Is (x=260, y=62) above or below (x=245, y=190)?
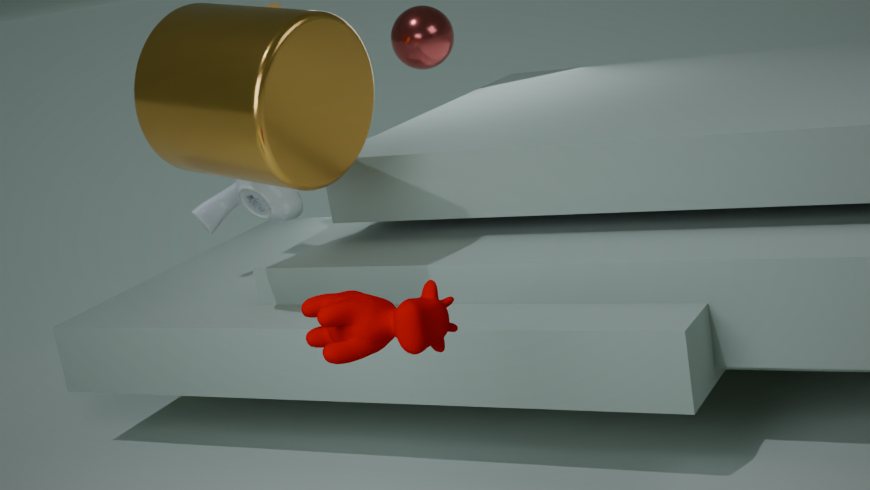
above
